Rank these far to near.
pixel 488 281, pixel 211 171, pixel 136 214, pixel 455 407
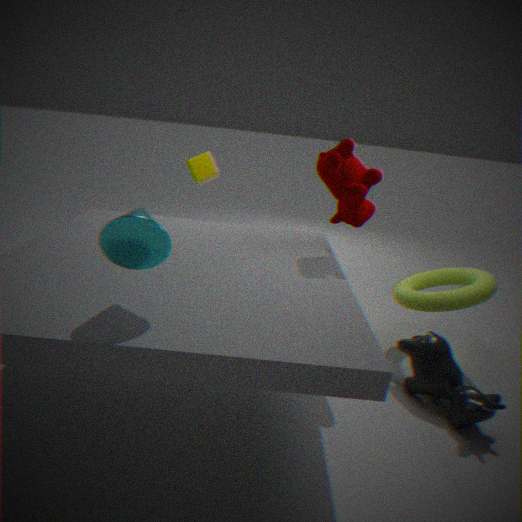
pixel 211 171, pixel 488 281, pixel 455 407, pixel 136 214
